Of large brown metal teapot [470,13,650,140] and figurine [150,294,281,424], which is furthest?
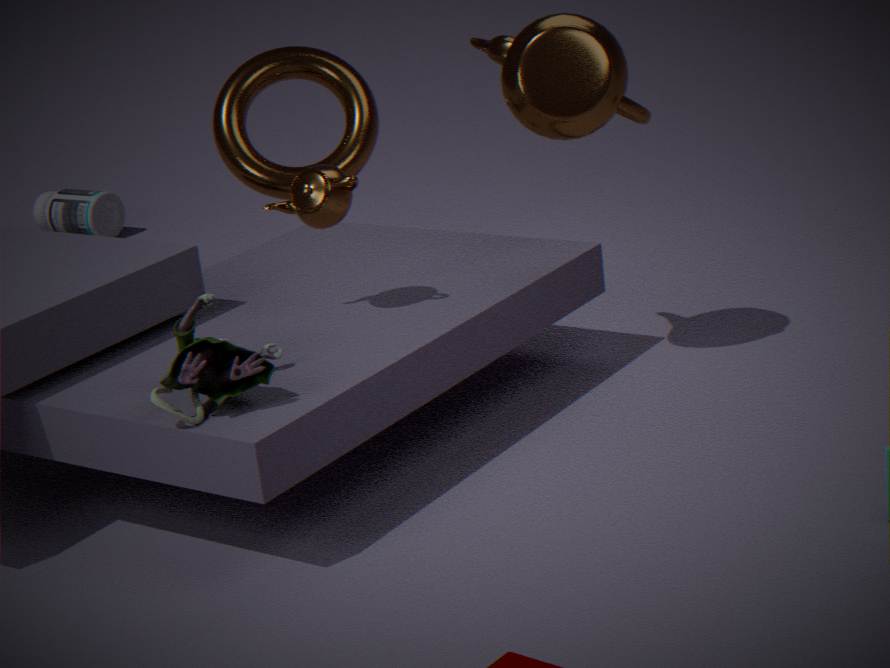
large brown metal teapot [470,13,650,140]
